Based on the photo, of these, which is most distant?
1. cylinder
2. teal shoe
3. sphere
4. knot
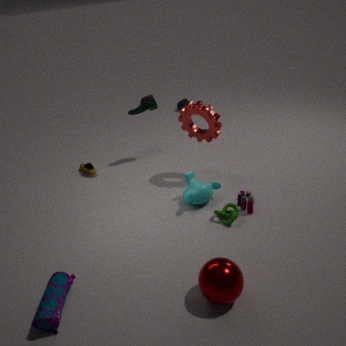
cylinder
